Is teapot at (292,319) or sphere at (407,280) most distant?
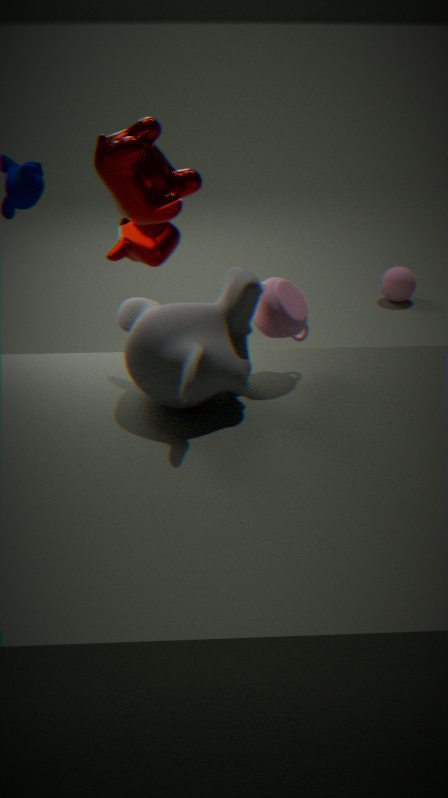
sphere at (407,280)
